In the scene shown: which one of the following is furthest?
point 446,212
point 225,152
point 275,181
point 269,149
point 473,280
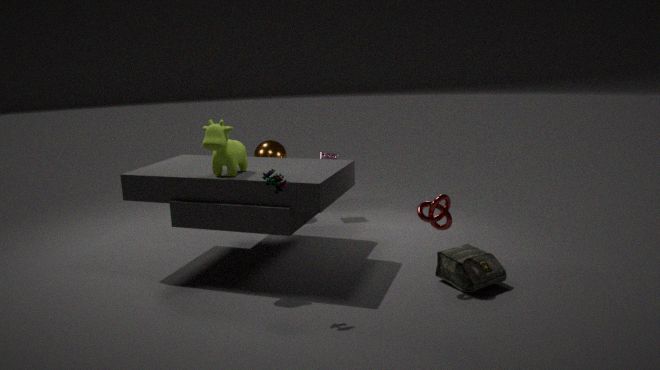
point 269,149
